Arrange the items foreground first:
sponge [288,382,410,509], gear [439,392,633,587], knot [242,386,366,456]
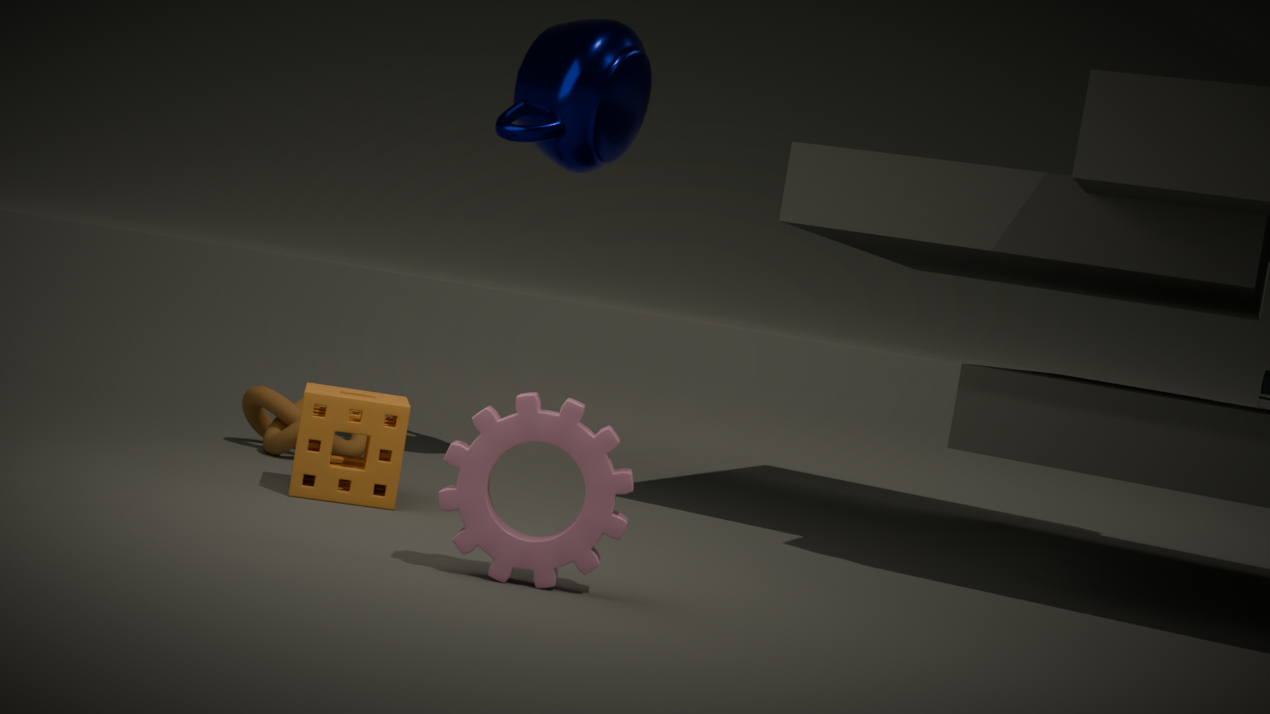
gear [439,392,633,587], sponge [288,382,410,509], knot [242,386,366,456]
